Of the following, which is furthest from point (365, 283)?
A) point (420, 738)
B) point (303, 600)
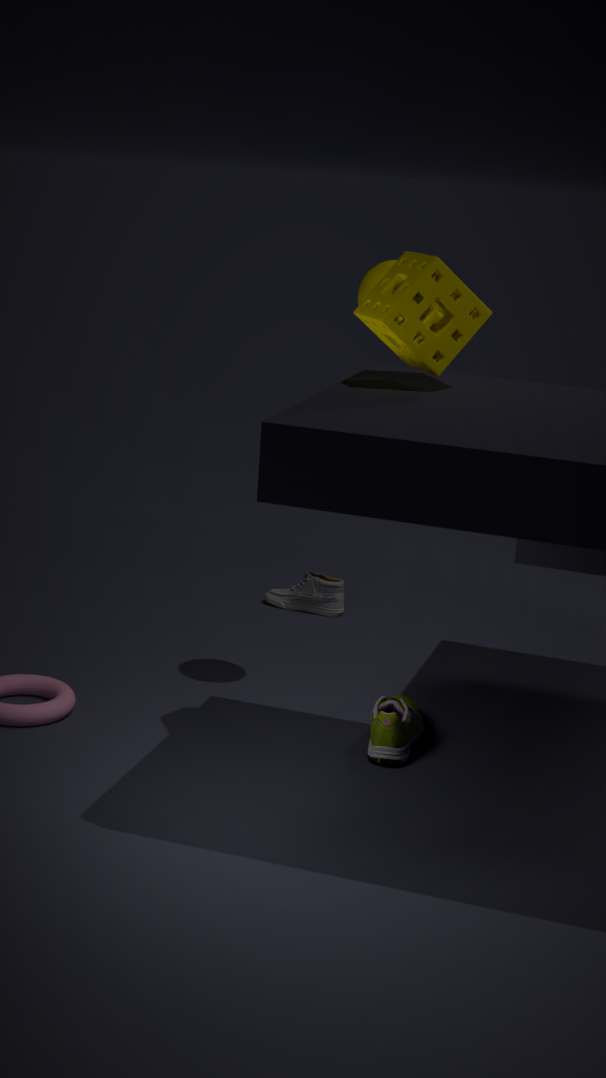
point (303, 600)
